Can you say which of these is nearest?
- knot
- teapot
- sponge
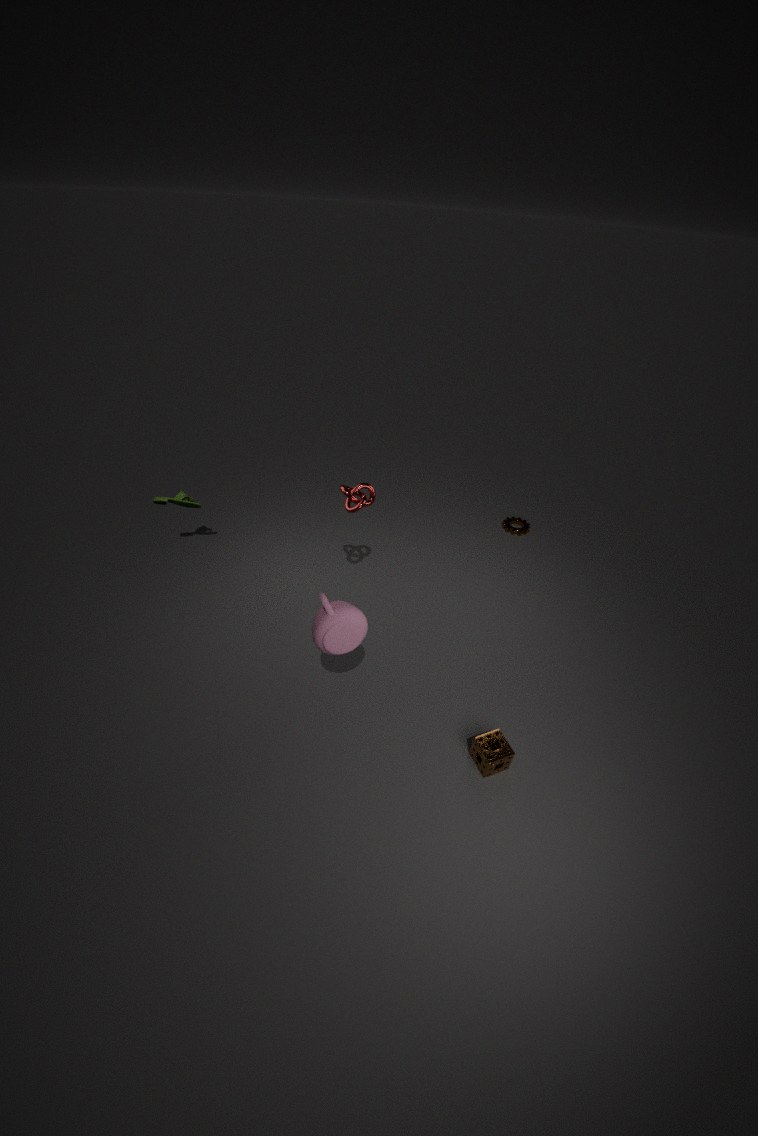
teapot
